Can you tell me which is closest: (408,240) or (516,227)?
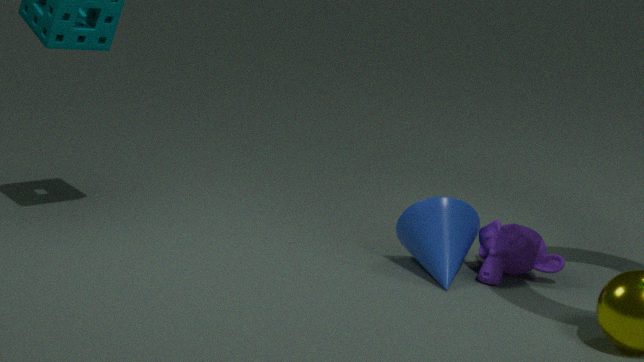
(516,227)
